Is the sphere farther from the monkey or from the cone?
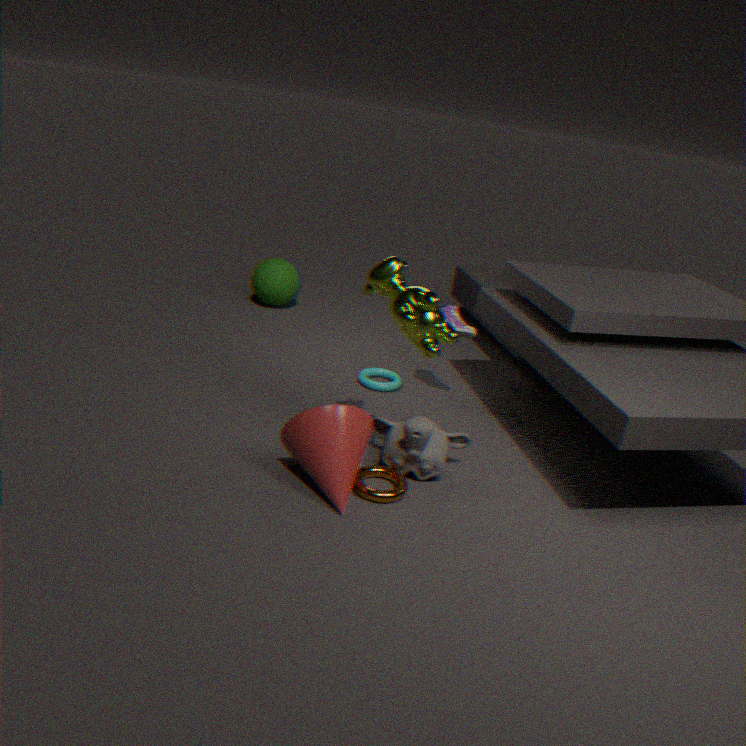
the cone
